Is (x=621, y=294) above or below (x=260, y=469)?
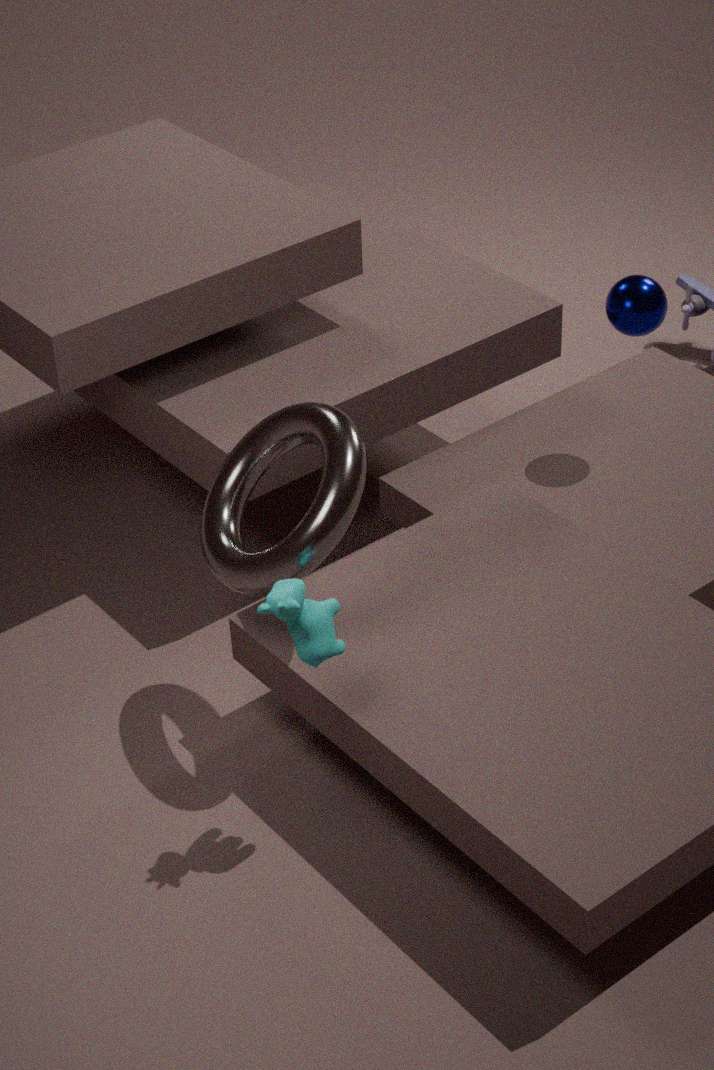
above
